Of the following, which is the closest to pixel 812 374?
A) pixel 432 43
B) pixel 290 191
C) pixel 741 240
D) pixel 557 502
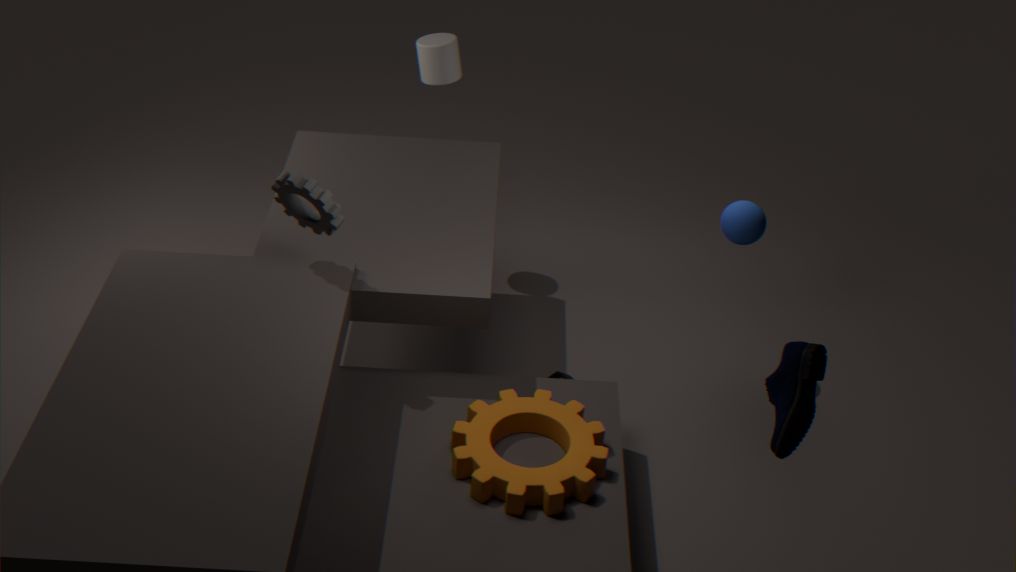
pixel 557 502
